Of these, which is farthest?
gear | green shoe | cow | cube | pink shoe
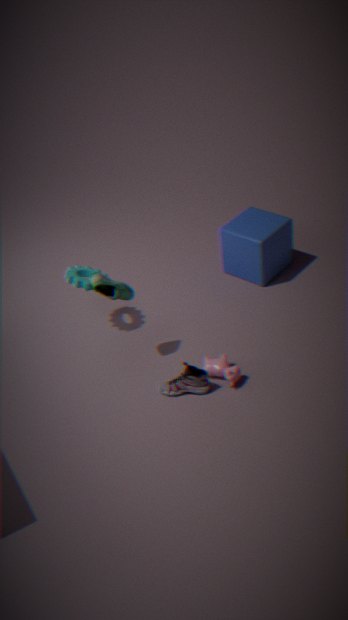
cube
